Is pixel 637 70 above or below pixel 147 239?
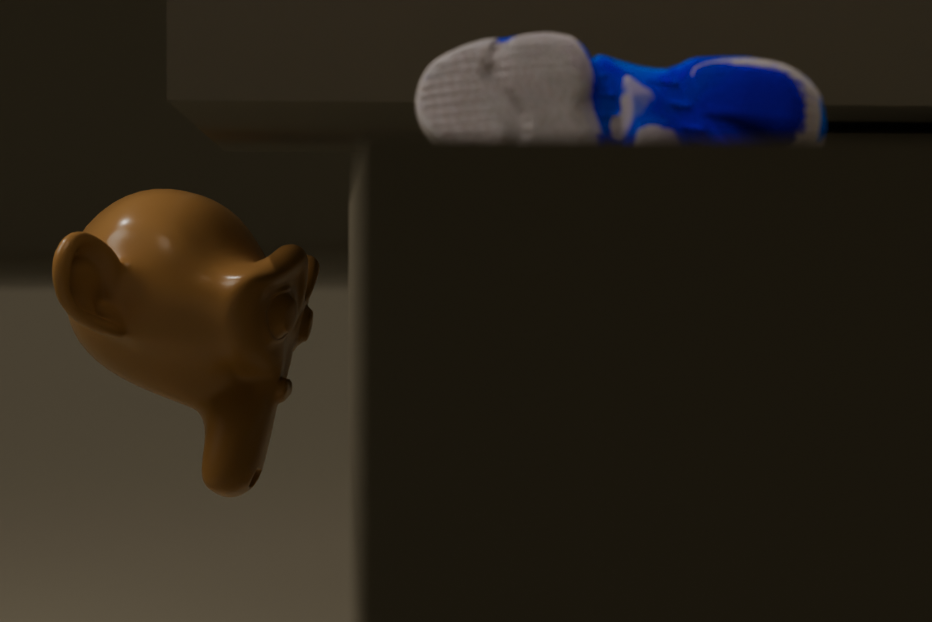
above
